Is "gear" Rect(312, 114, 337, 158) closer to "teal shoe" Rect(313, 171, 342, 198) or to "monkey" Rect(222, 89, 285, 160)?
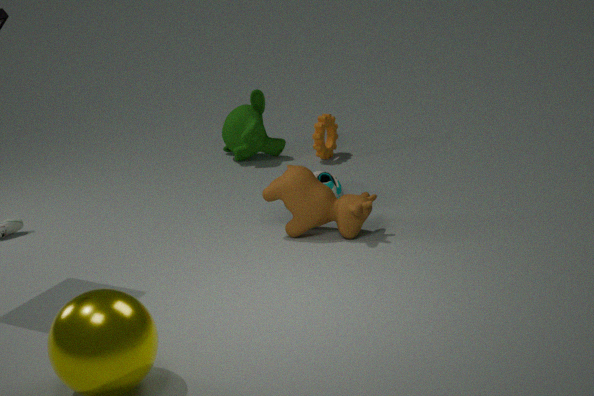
"monkey" Rect(222, 89, 285, 160)
